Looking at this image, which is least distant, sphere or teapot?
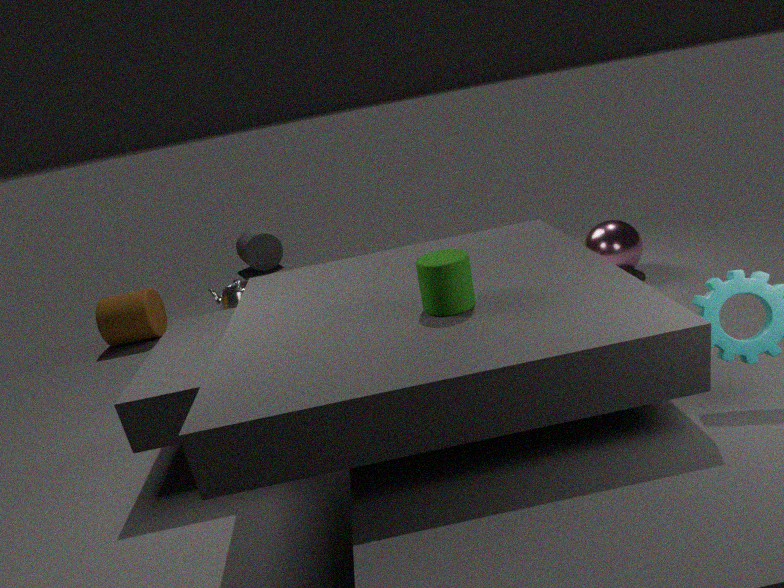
sphere
